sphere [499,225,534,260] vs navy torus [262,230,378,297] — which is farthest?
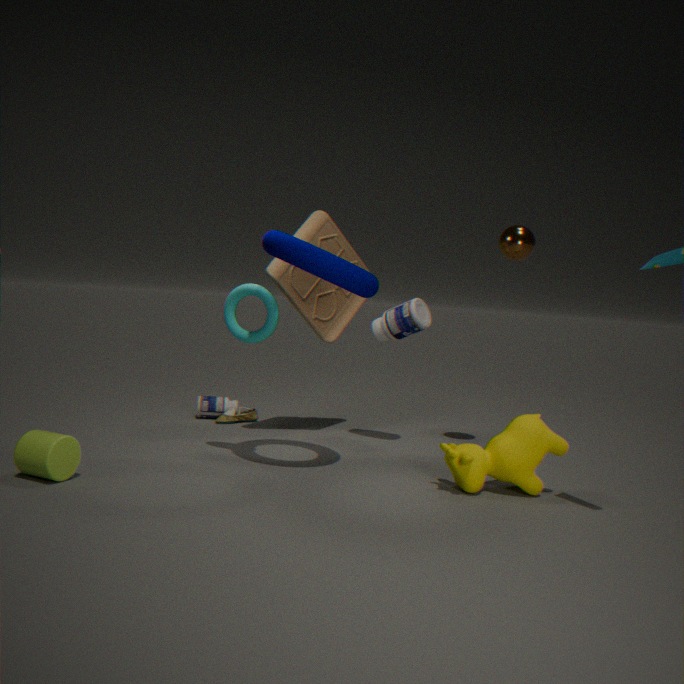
sphere [499,225,534,260]
